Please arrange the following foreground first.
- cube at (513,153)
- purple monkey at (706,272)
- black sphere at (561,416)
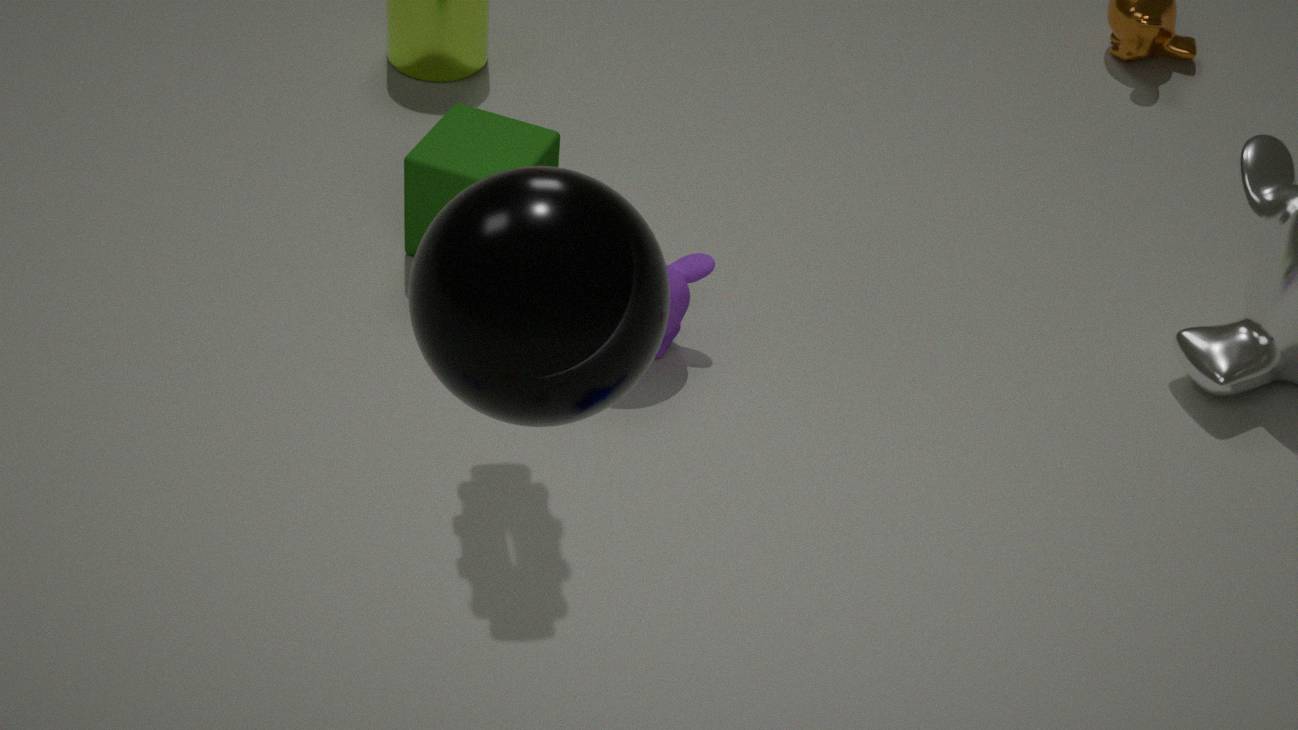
black sphere at (561,416) < purple monkey at (706,272) < cube at (513,153)
